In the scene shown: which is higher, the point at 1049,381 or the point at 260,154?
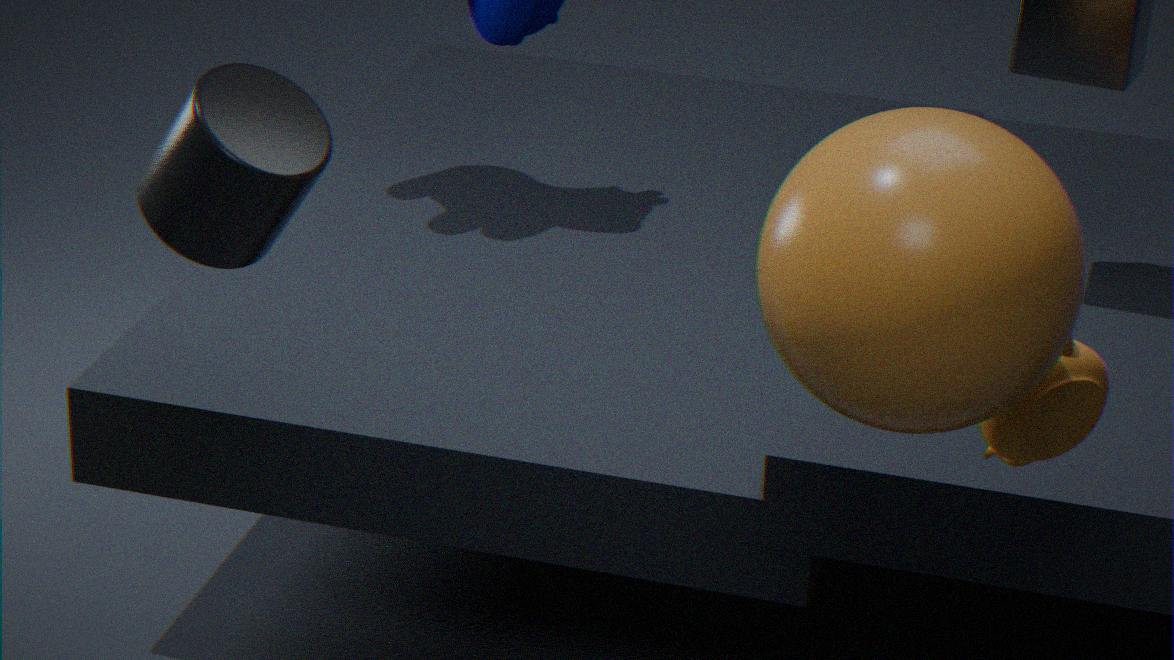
the point at 260,154
